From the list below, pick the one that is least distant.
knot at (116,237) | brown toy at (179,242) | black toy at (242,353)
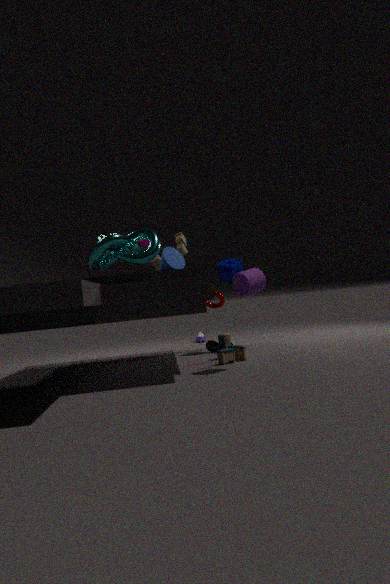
knot at (116,237)
